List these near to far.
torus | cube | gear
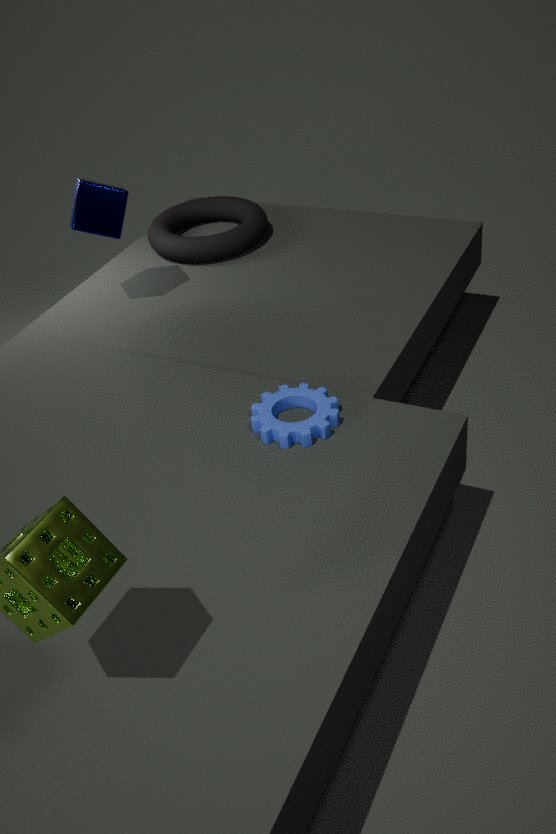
1. gear
2. cube
3. torus
